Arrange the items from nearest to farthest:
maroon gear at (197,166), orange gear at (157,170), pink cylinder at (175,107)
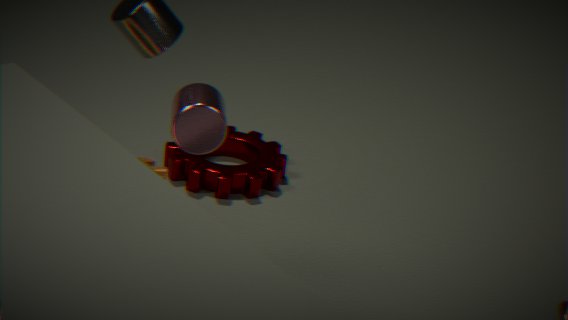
pink cylinder at (175,107)
orange gear at (157,170)
maroon gear at (197,166)
